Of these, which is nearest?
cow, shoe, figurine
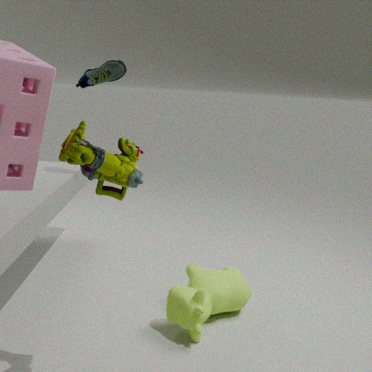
figurine
